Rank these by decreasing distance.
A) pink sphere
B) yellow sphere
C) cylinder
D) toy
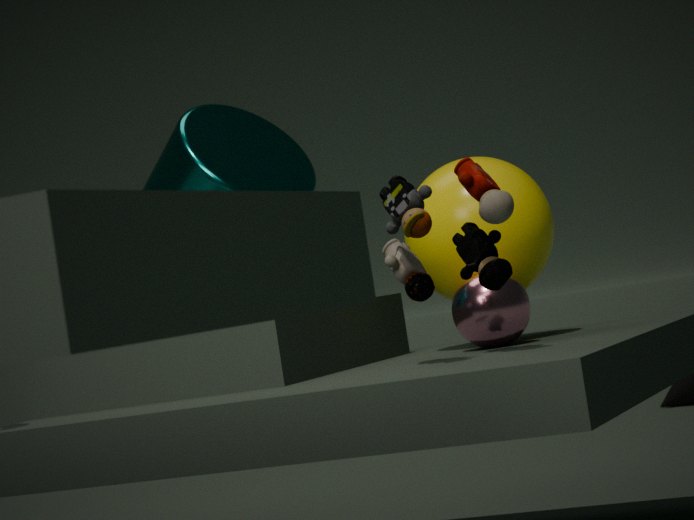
B. yellow sphere, C. cylinder, A. pink sphere, D. toy
